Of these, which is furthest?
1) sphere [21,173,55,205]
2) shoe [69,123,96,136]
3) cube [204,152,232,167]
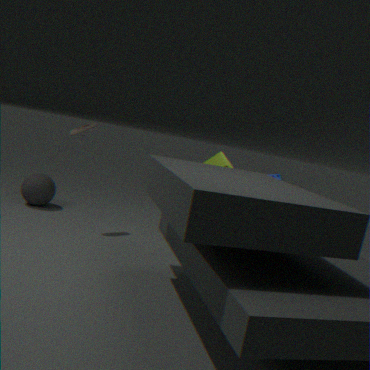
1. sphere [21,173,55,205]
